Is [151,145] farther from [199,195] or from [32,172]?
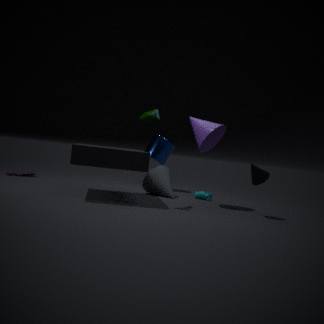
[32,172]
